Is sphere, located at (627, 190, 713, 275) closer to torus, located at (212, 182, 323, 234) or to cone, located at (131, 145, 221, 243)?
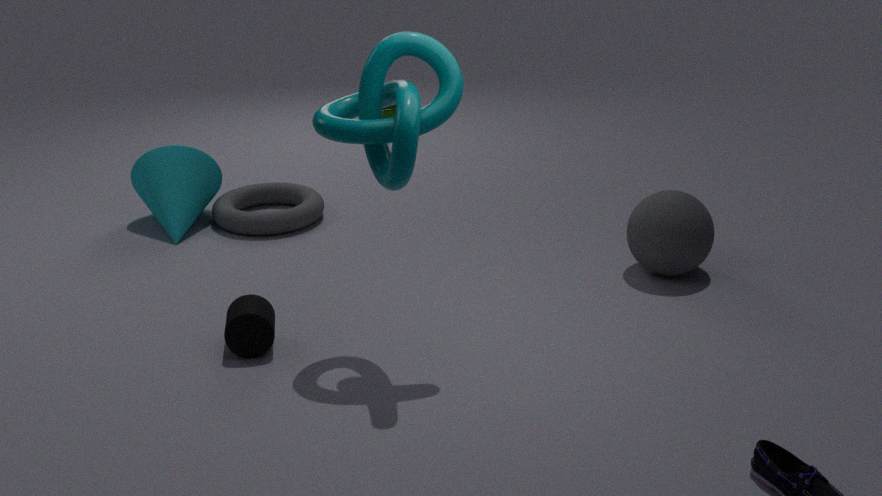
torus, located at (212, 182, 323, 234)
